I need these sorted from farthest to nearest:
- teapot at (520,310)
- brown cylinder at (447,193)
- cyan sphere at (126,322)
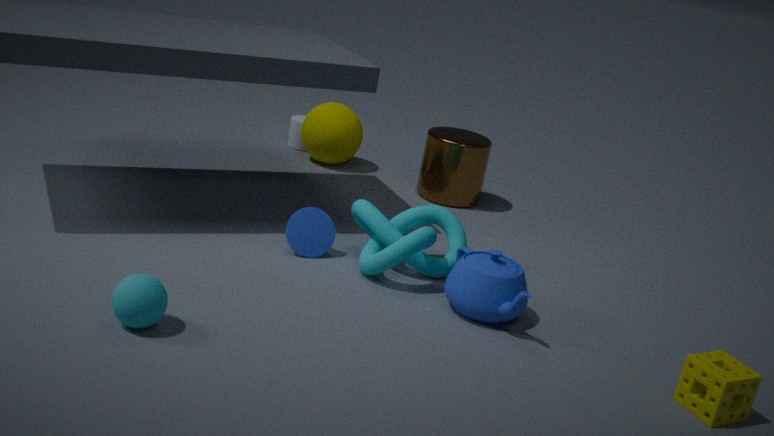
brown cylinder at (447,193), teapot at (520,310), cyan sphere at (126,322)
